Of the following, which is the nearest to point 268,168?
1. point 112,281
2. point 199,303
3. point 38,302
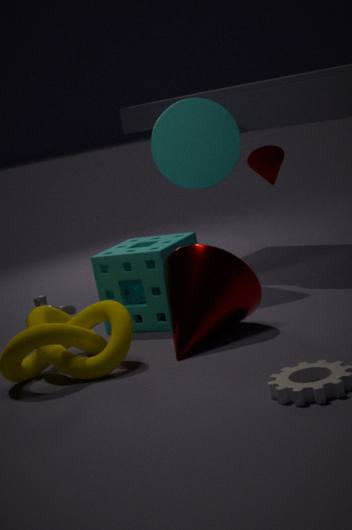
point 112,281
